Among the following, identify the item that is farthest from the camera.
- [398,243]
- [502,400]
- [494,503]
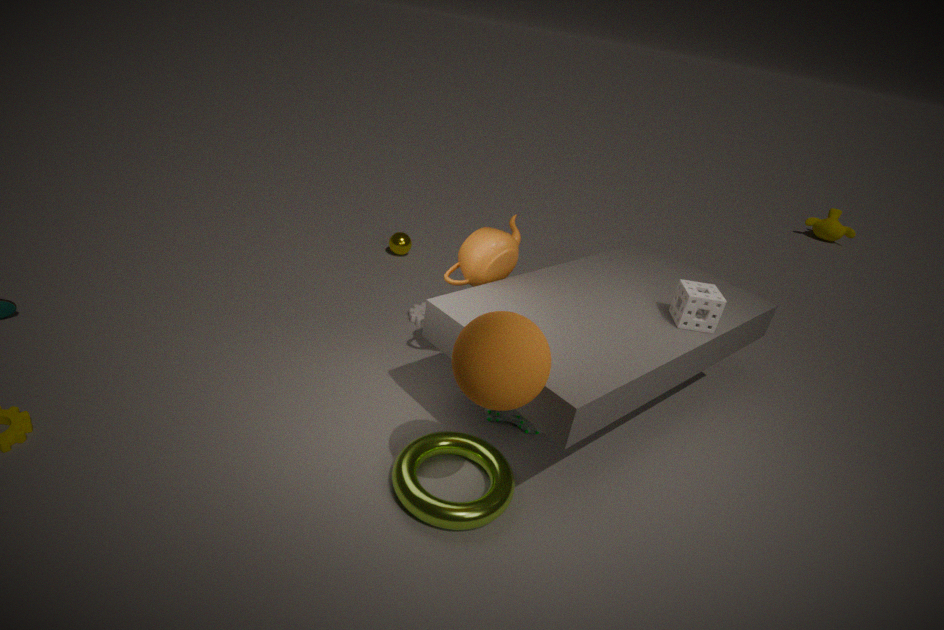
[398,243]
